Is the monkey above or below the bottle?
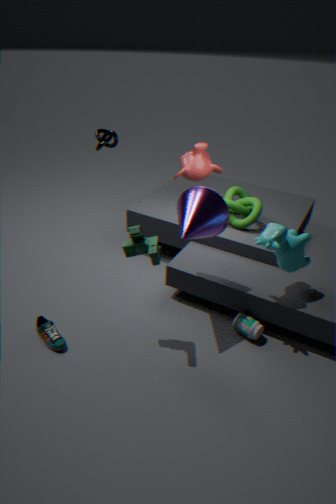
above
